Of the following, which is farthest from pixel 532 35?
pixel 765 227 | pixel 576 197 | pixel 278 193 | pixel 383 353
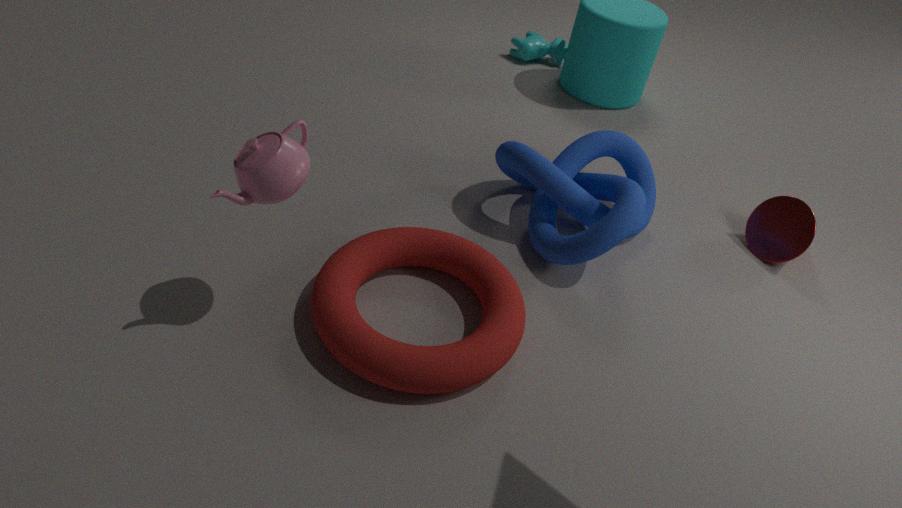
pixel 278 193
